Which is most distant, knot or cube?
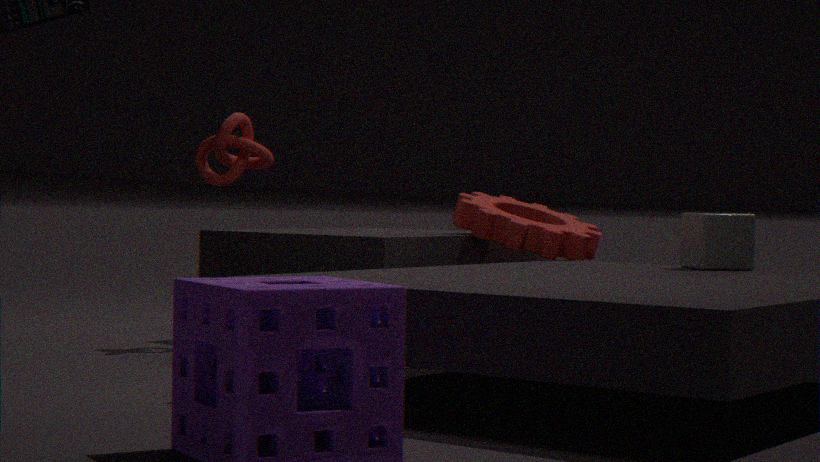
knot
